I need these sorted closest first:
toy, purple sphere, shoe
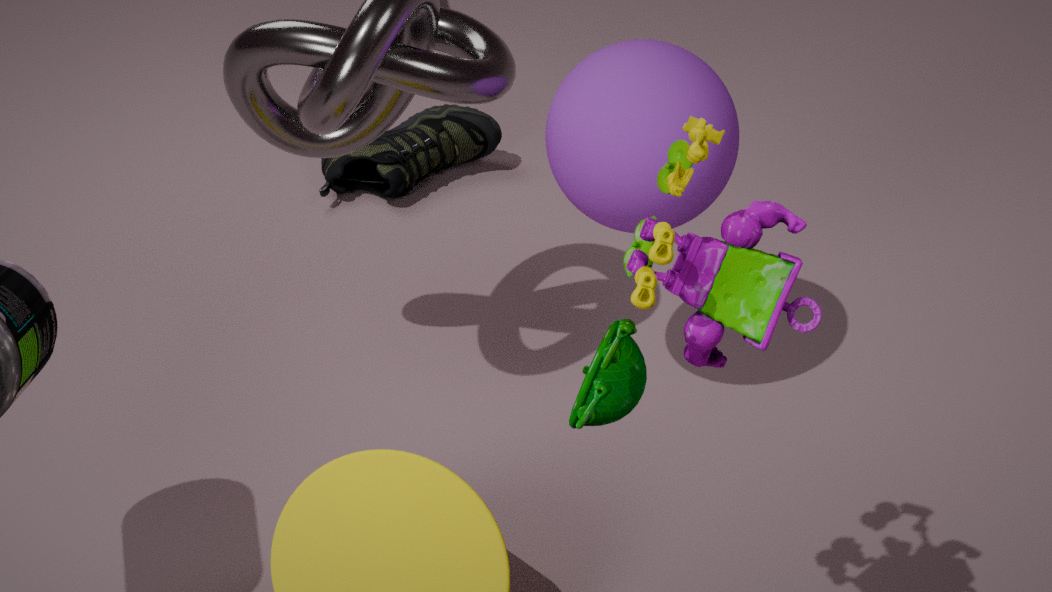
1. toy
2. purple sphere
3. shoe
